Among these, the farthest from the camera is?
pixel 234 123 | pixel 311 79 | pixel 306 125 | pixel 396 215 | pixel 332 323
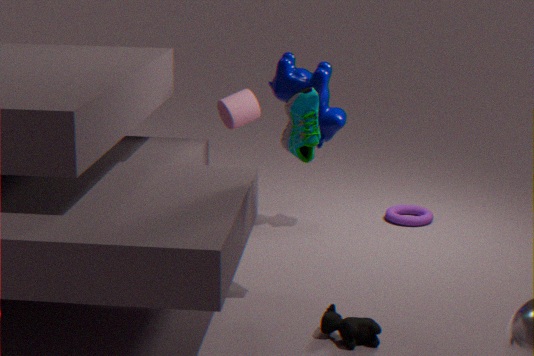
pixel 396 215
